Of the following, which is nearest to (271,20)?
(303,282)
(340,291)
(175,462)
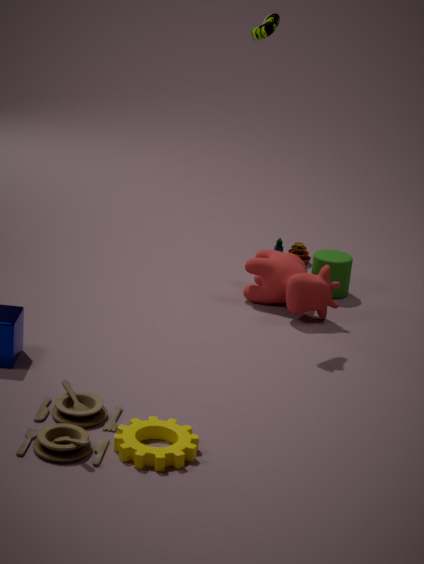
(303,282)
